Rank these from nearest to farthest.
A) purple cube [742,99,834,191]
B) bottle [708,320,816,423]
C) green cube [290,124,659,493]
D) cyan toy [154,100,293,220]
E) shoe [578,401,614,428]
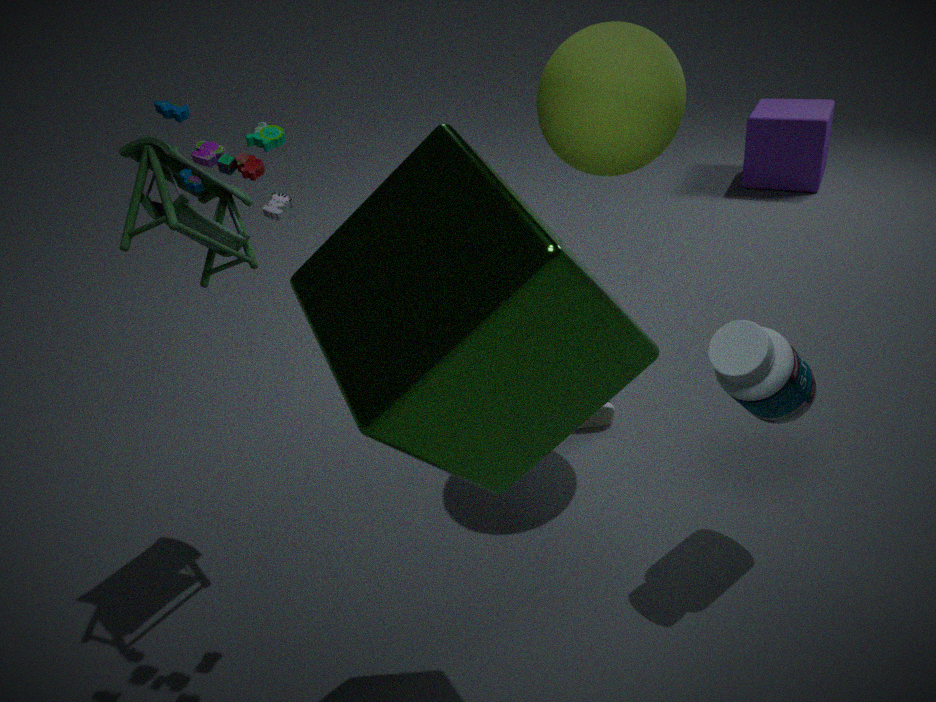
green cube [290,124,659,493] < cyan toy [154,100,293,220] < bottle [708,320,816,423] < shoe [578,401,614,428] < purple cube [742,99,834,191]
